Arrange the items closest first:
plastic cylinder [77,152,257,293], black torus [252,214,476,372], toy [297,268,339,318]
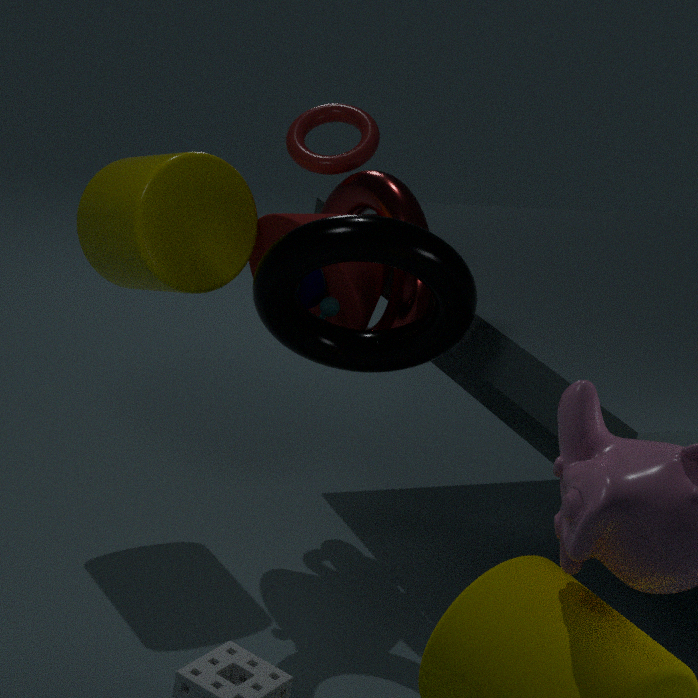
1. black torus [252,214,476,372]
2. plastic cylinder [77,152,257,293]
3. toy [297,268,339,318]
